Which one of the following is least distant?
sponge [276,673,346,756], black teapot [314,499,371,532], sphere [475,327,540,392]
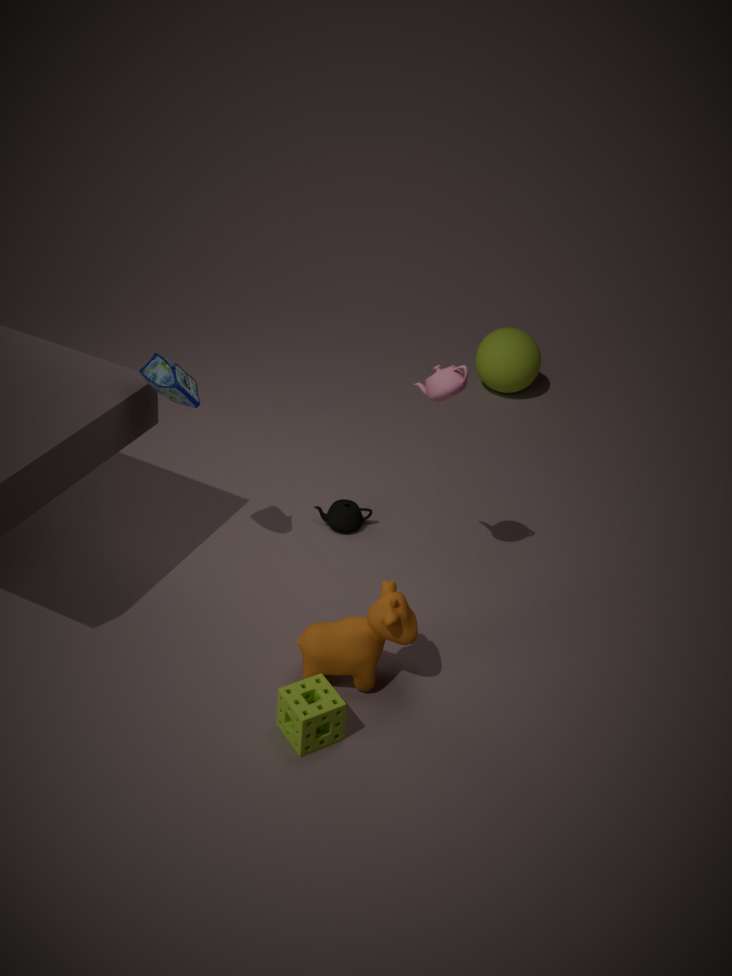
sponge [276,673,346,756]
